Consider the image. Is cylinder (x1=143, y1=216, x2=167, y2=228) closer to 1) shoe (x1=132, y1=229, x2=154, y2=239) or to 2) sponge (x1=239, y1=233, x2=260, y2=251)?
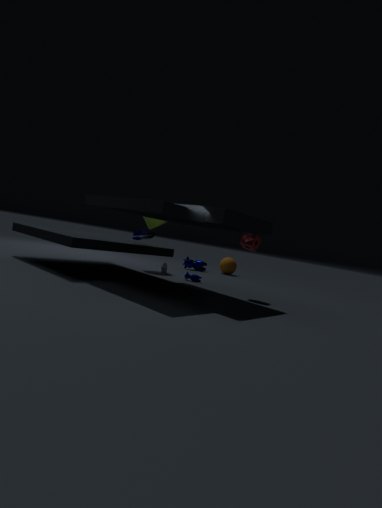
1) shoe (x1=132, y1=229, x2=154, y2=239)
